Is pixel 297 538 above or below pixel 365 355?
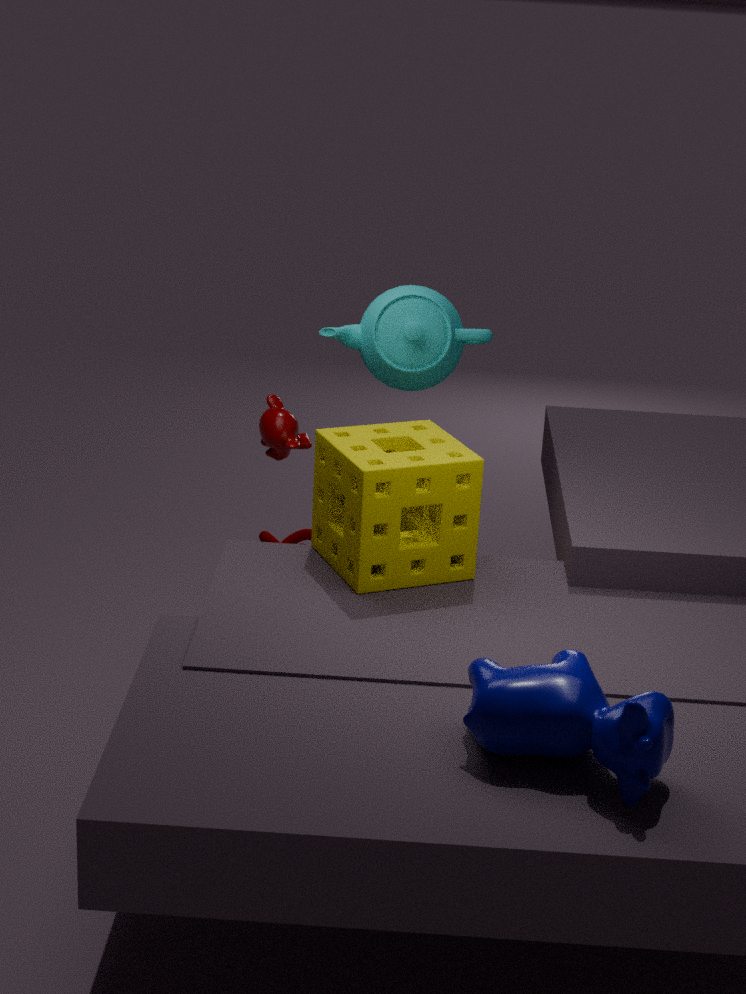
below
